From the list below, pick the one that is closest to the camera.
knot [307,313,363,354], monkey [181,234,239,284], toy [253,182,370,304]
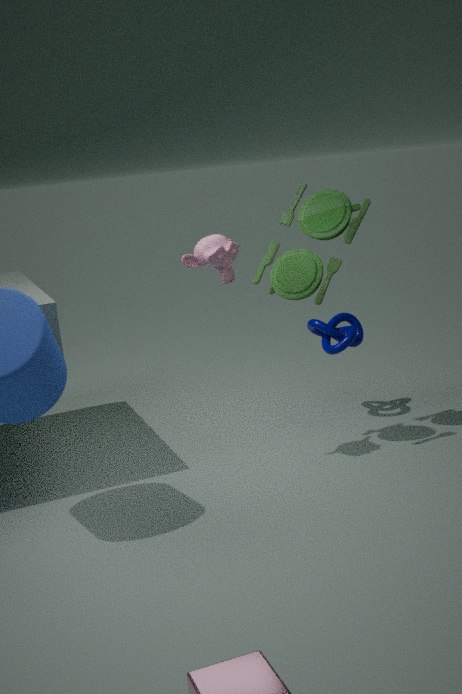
monkey [181,234,239,284]
